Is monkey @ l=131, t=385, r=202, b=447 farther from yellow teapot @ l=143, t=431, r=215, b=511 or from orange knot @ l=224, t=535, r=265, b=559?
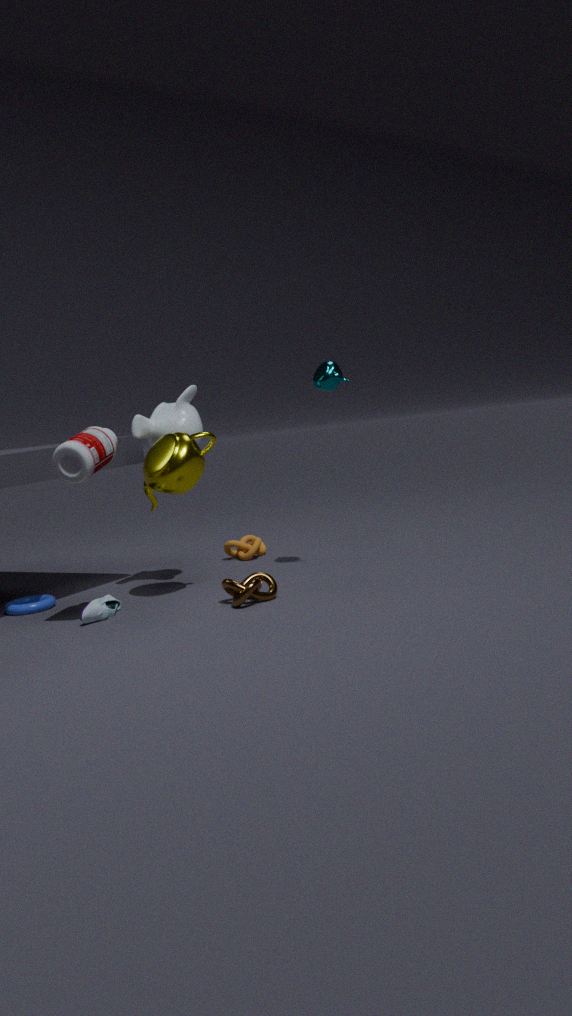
orange knot @ l=224, t=535, r=265, b=559
